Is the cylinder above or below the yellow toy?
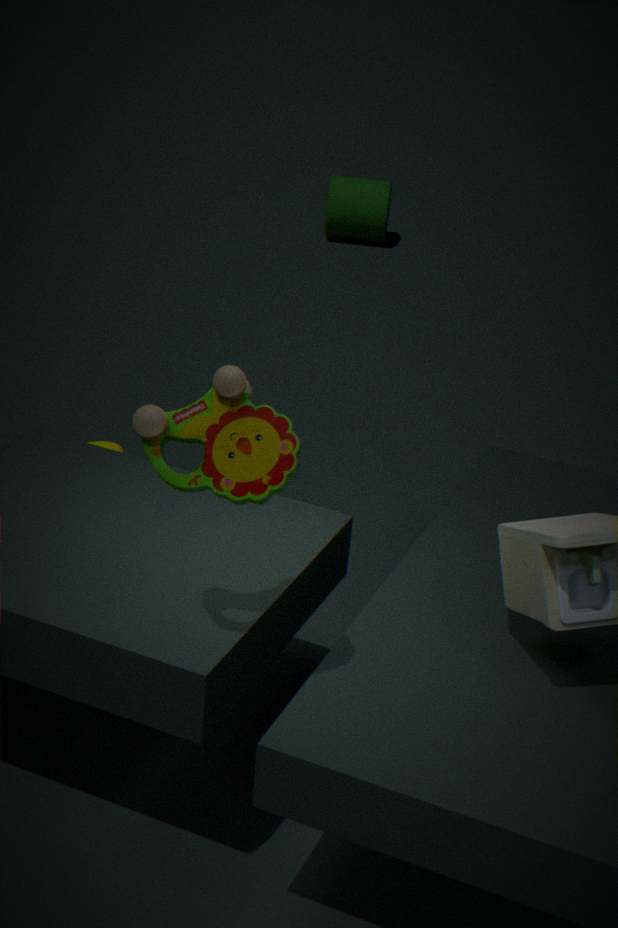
below
